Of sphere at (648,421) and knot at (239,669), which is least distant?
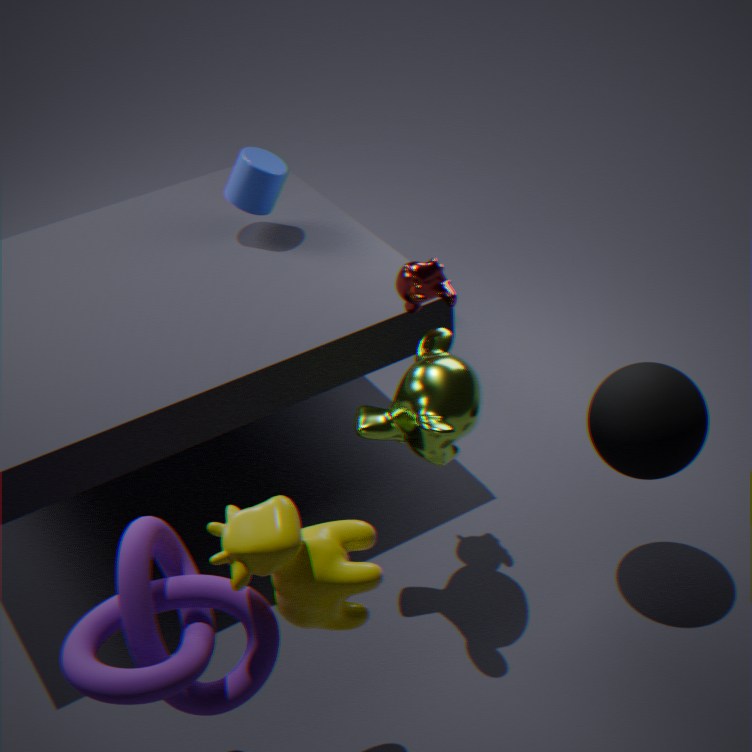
knot at (239,669)
